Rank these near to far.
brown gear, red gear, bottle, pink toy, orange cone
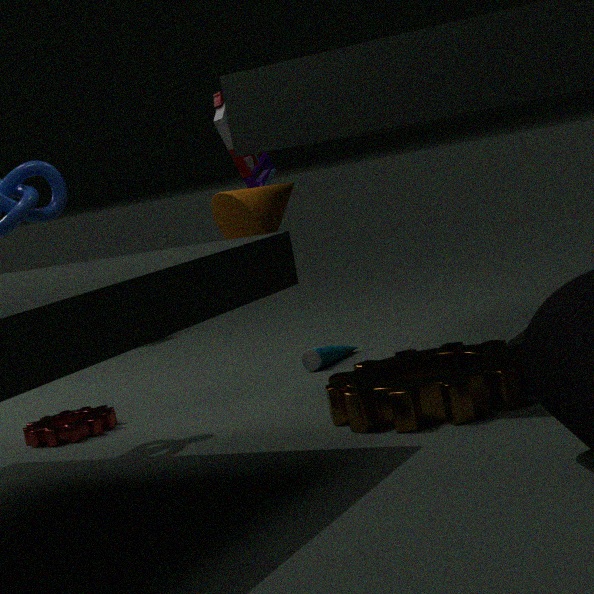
brown gear < orange cone < red gear < pink toy < bottle
